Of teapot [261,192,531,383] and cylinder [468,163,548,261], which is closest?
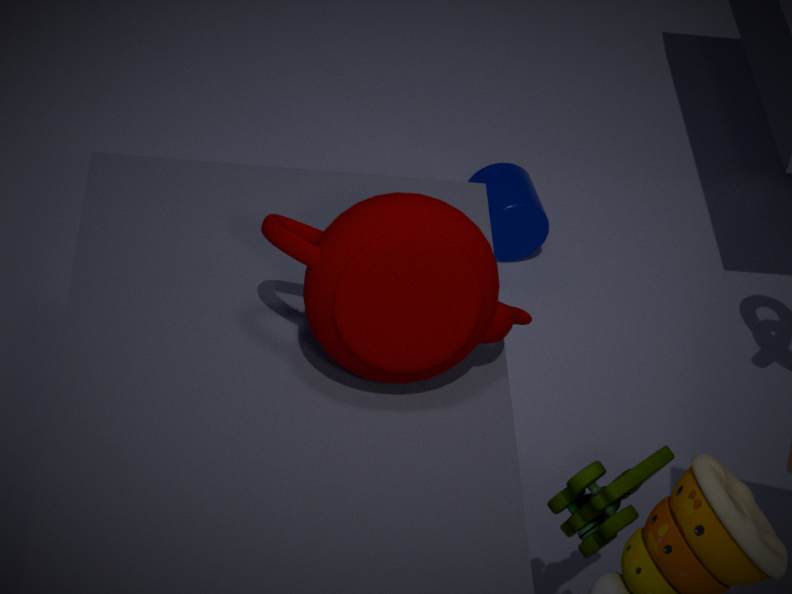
teapot [261,192,531,383]
